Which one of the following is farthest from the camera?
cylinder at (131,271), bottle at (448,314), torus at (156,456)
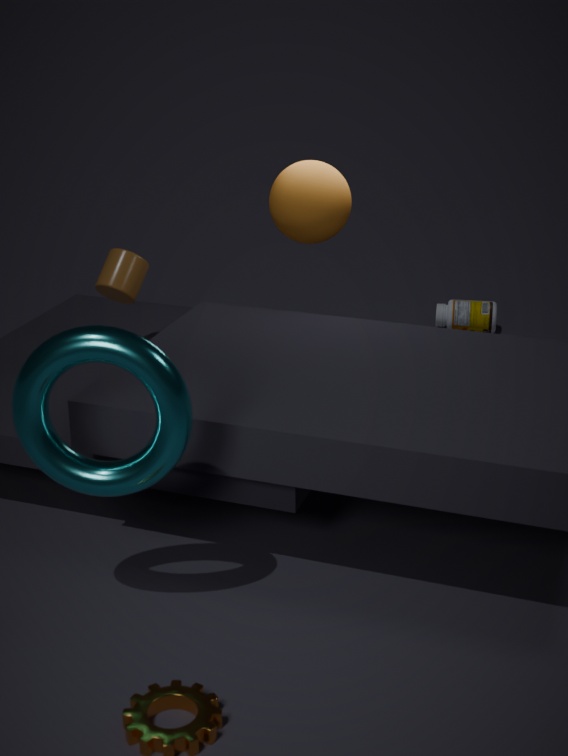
bottle at (448,314)
